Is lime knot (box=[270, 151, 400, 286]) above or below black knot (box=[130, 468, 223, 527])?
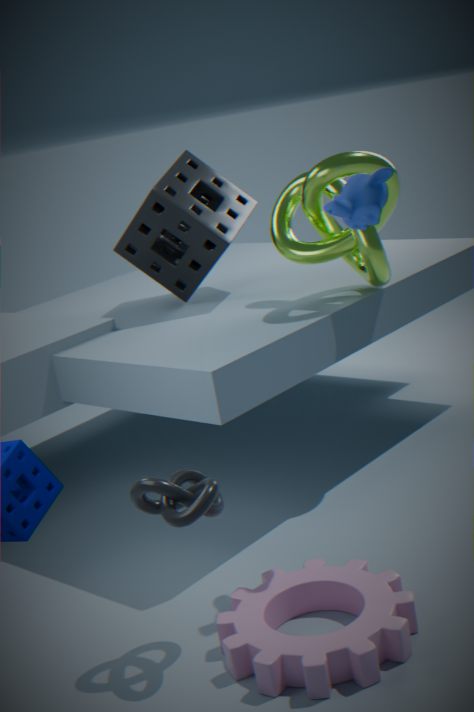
above
